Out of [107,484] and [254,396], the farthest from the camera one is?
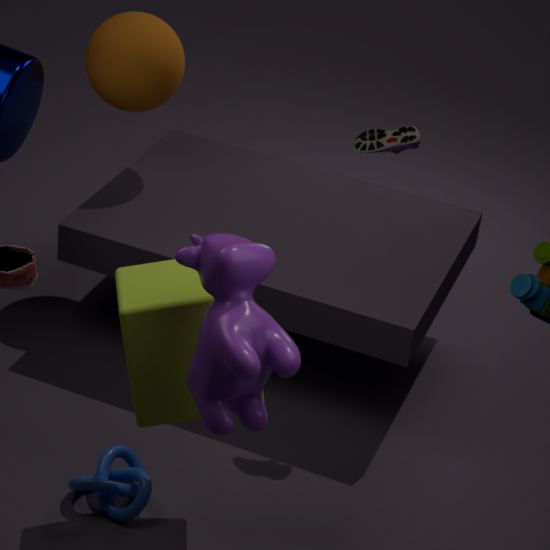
[107,484]
